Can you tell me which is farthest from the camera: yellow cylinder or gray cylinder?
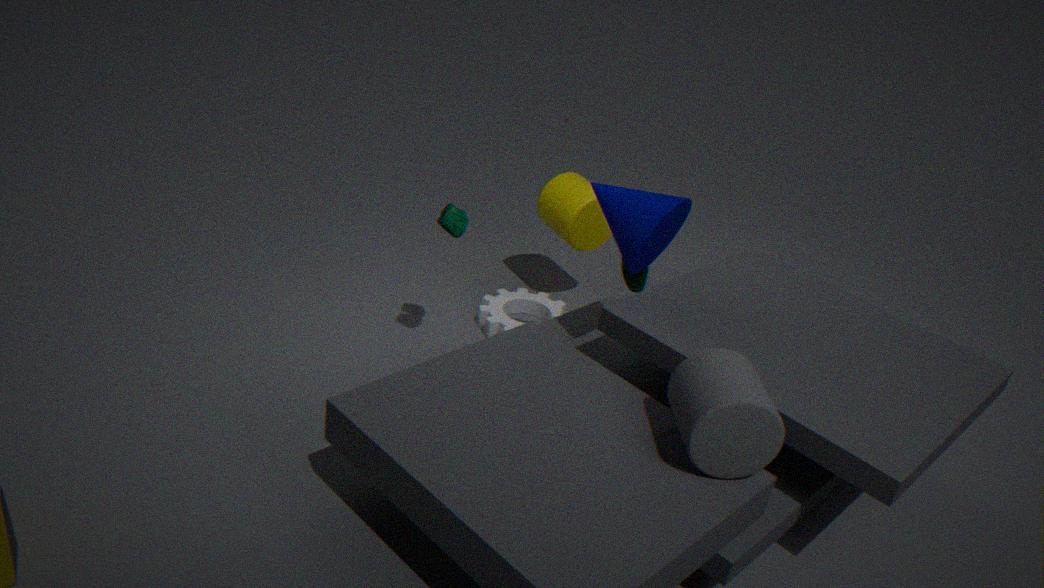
yellow cylinder
